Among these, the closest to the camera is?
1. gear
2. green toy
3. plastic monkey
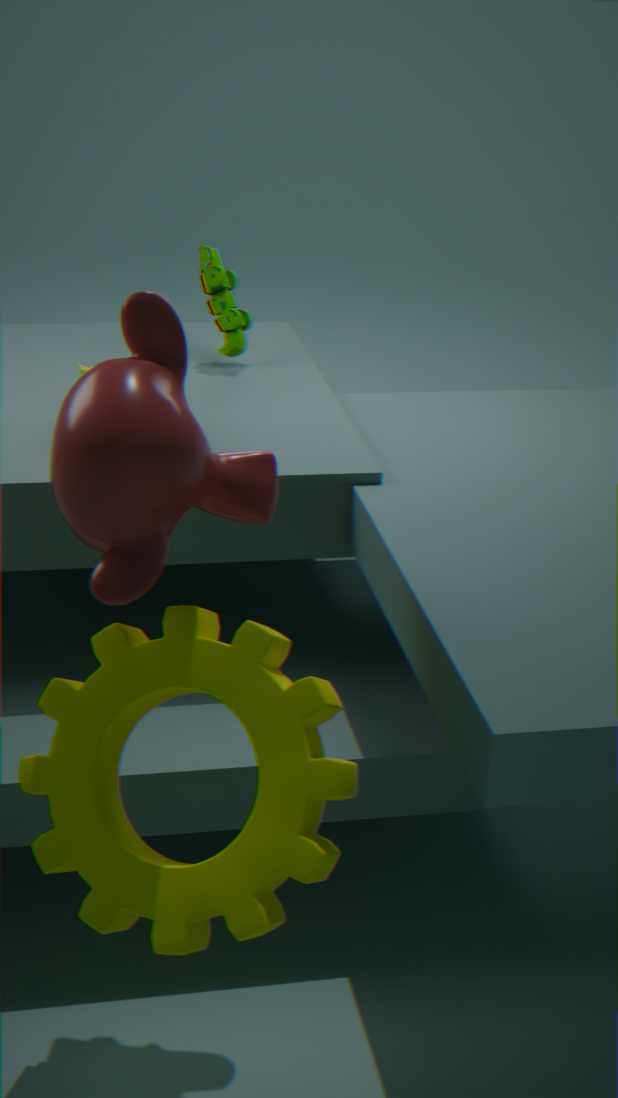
plastic monkey
